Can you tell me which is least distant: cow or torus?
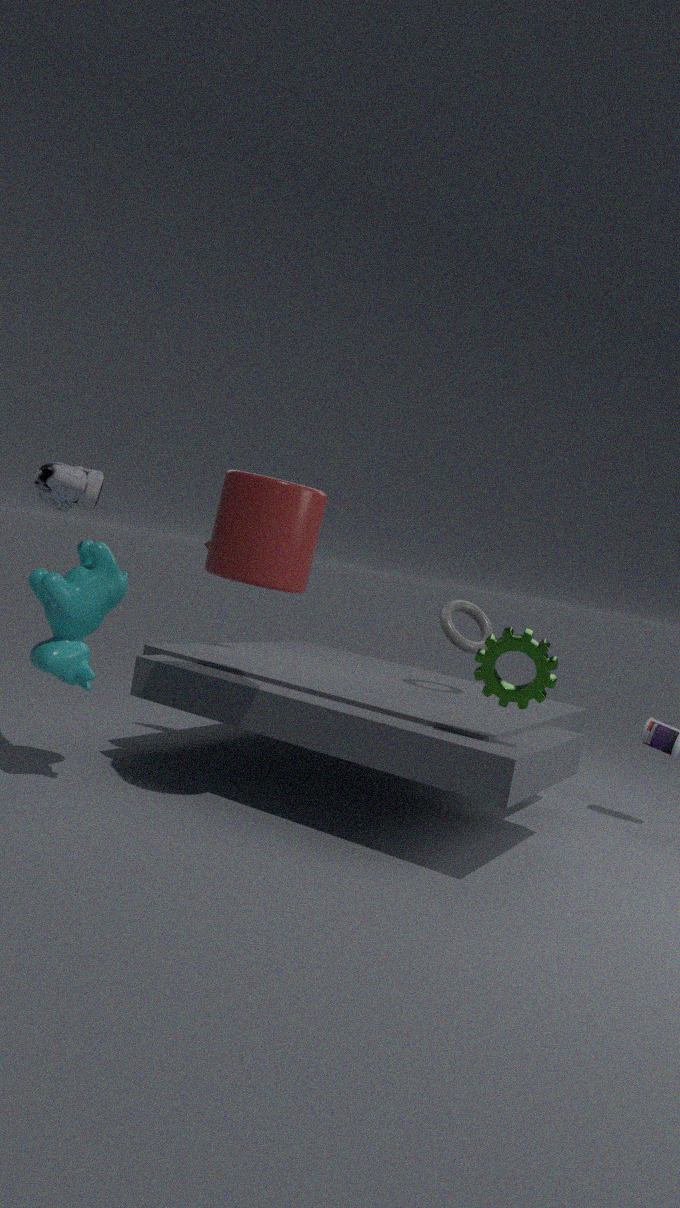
cow
